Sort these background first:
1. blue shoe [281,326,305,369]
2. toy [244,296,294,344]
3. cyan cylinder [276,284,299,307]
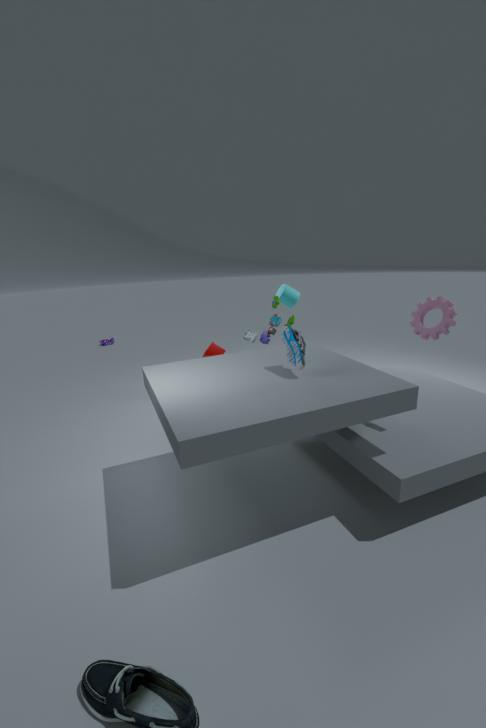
cyan cylinder [276,284,299,307] → toy [244,296,294,344] → blue shoe [281,326,305,369]
